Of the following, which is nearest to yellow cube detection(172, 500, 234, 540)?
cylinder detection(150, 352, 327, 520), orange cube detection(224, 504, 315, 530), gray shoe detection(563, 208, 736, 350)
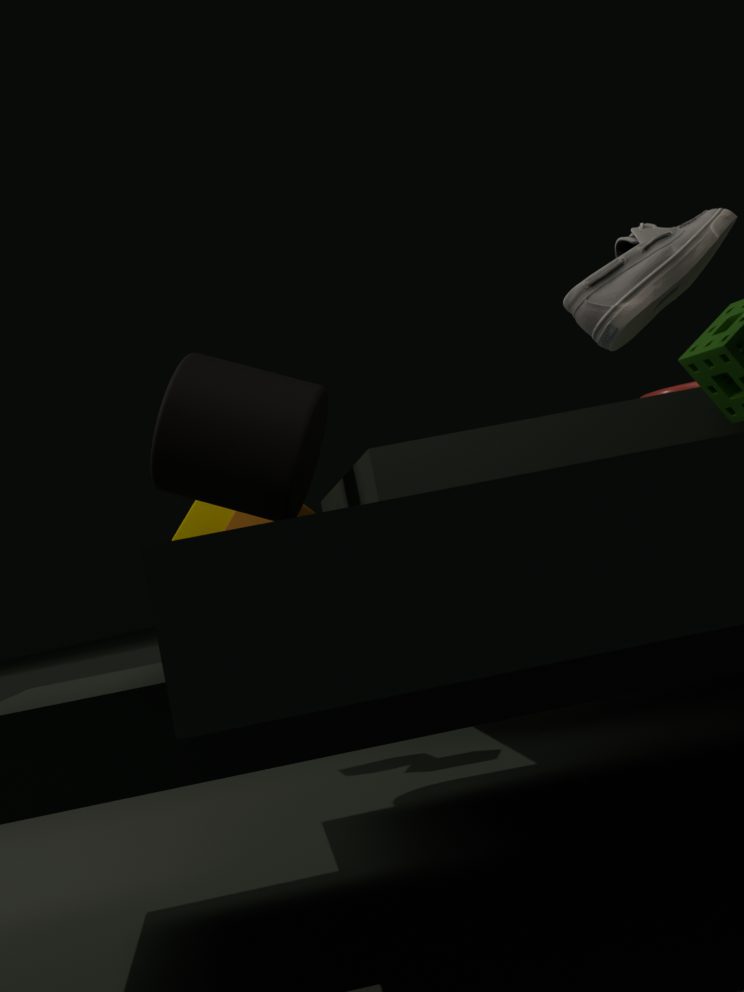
orange cube detection(224, 504, 315, 530)
